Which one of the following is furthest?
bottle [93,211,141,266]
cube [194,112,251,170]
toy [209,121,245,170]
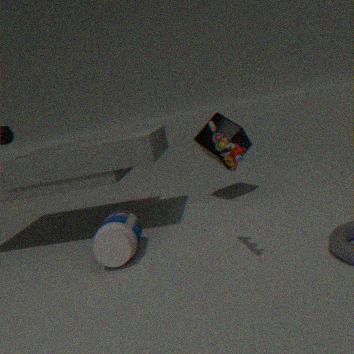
cube [194,112,251,170]
